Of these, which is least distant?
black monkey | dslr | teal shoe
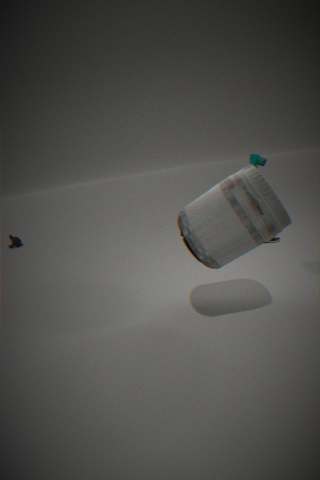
dslr
